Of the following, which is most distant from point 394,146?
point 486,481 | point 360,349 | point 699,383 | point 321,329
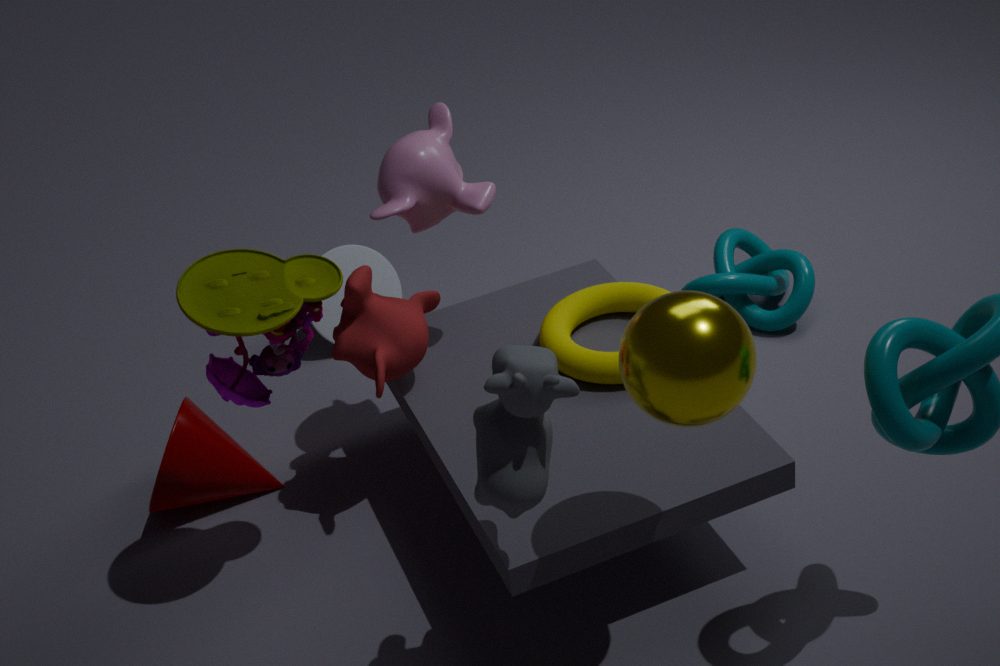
point 699,383
